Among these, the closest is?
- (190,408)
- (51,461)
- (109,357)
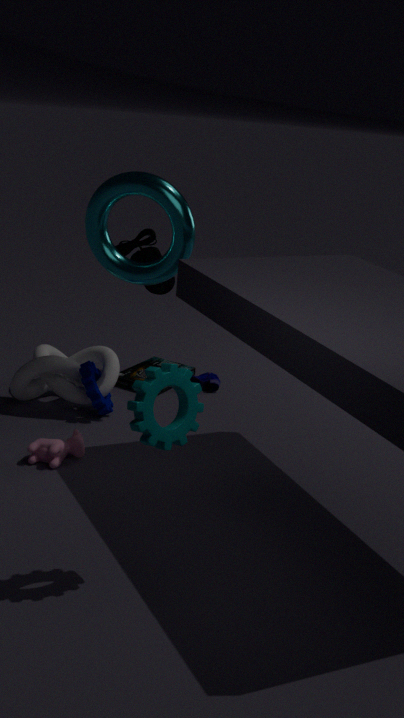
(190,408)
